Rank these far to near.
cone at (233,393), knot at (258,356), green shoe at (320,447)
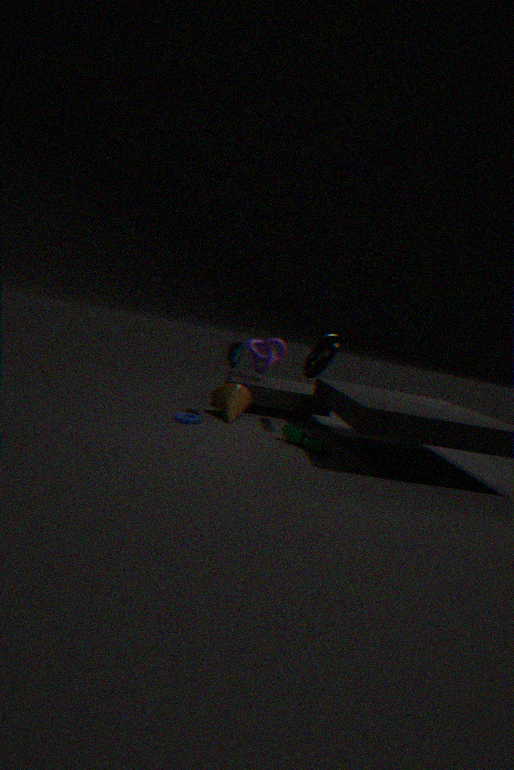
knot at (258,356) < cone at (233,393) < green shoe at (320,447)
